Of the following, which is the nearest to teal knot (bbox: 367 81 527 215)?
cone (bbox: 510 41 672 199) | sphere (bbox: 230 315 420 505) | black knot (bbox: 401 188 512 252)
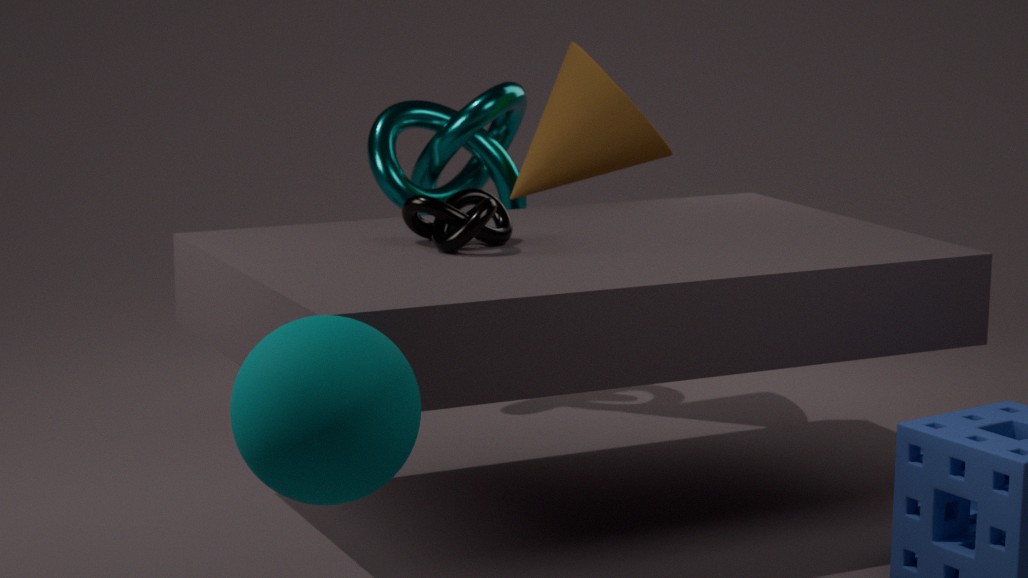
cone (bbox: 510 41 672 199)
